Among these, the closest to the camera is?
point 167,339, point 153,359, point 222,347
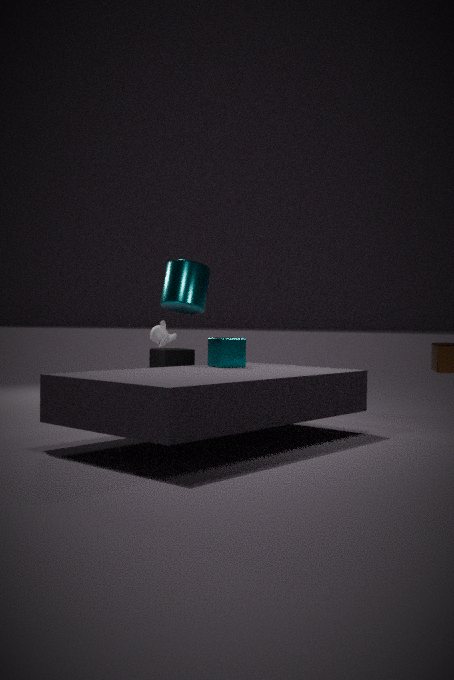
point 222,347
